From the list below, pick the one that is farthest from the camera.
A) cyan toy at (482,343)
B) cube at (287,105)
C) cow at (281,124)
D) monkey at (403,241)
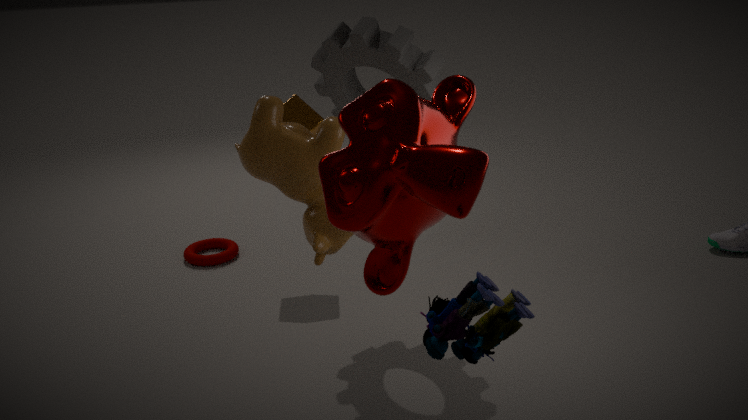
cube at (287,105)
